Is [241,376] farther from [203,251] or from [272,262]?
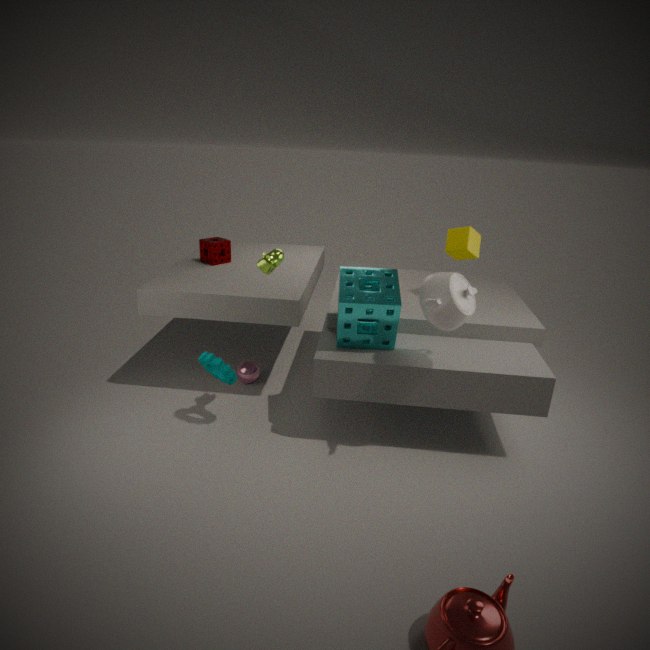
[272,262]
